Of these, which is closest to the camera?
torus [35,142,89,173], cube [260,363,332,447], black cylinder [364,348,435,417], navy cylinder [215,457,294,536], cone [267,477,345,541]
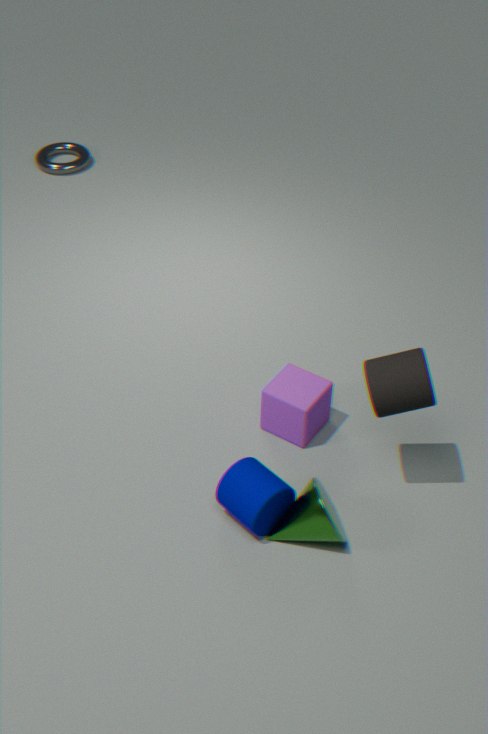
black cylinder [364,348,435,417]
